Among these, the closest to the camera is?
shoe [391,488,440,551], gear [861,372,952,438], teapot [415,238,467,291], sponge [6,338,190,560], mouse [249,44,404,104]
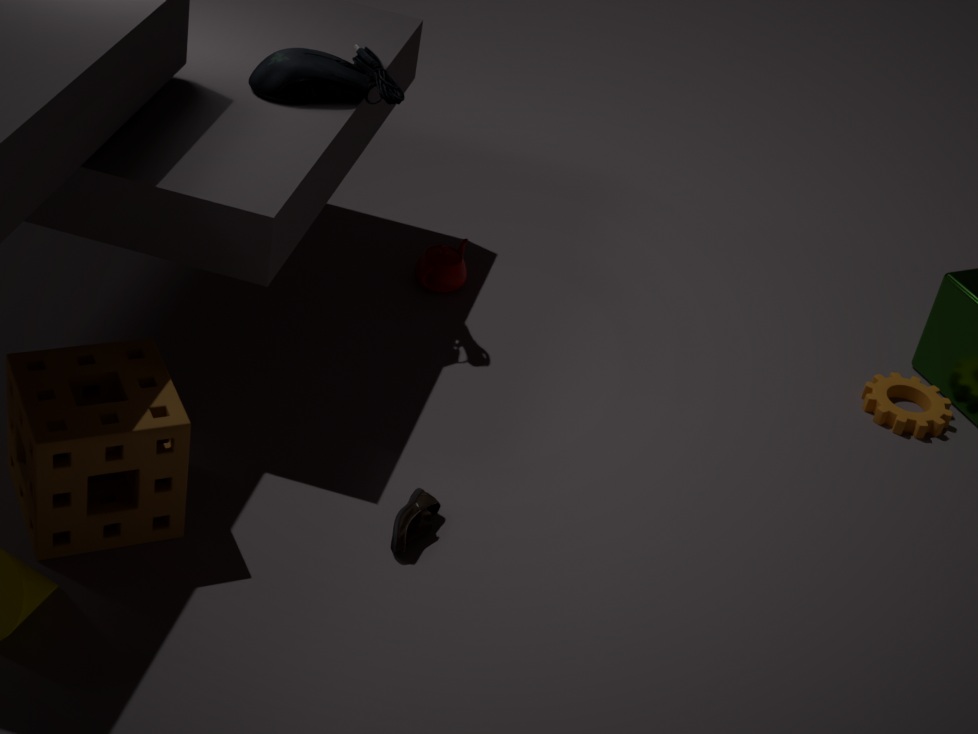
sponge [6,338,190,560]
